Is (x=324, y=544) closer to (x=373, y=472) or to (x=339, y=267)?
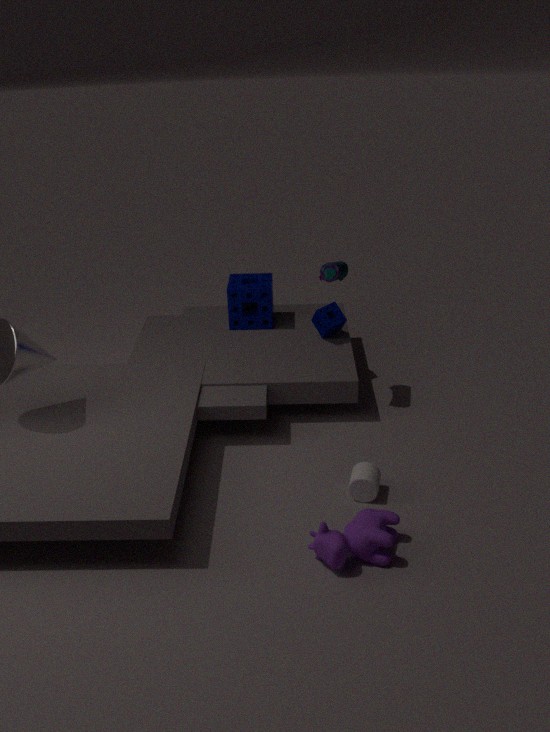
(x=373, y=472)
